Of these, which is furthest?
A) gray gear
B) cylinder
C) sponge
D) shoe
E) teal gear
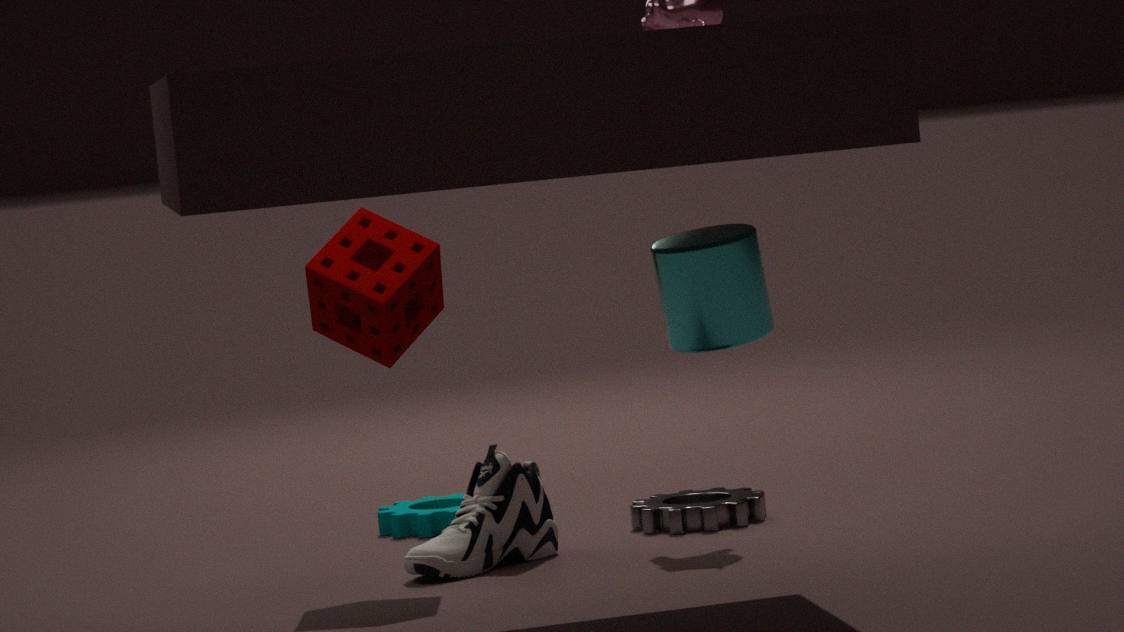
teal gear
